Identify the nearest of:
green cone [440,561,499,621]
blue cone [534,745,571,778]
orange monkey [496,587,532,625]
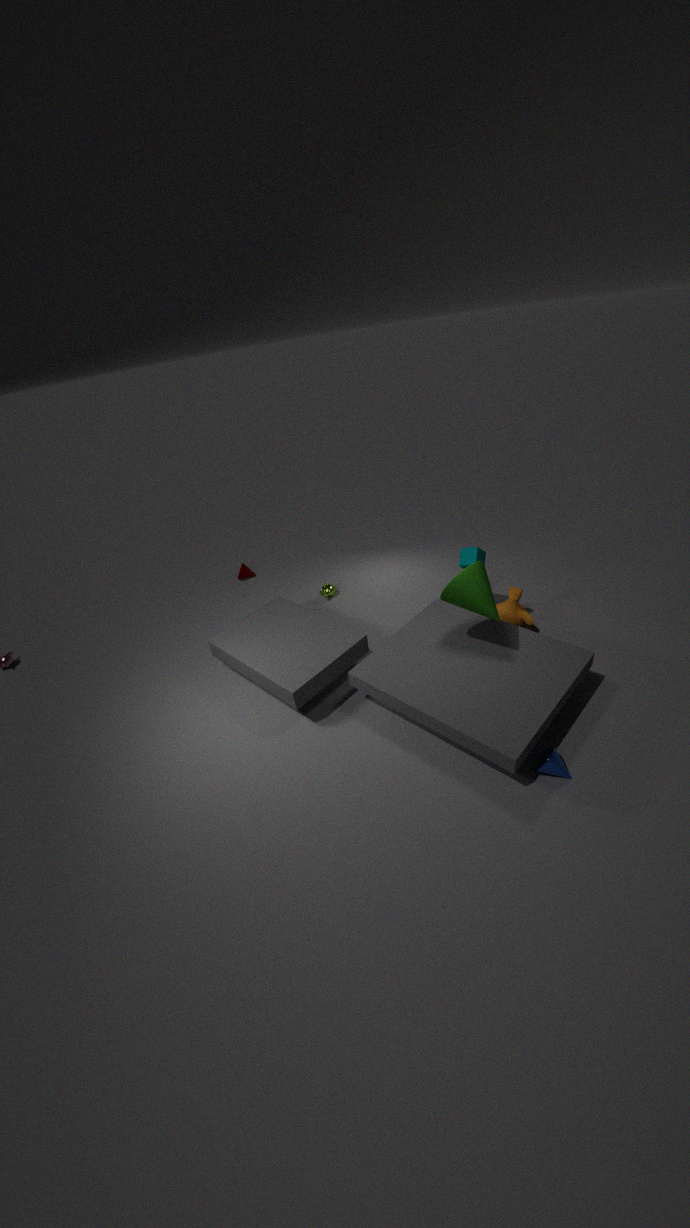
blue cone [534,745,571,778]
